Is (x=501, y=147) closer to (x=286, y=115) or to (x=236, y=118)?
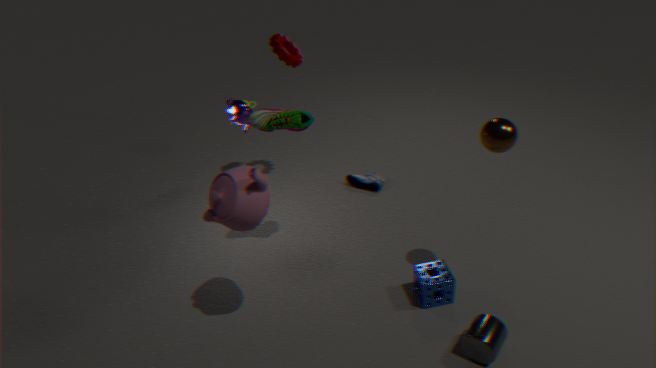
(x=286, y=115)
